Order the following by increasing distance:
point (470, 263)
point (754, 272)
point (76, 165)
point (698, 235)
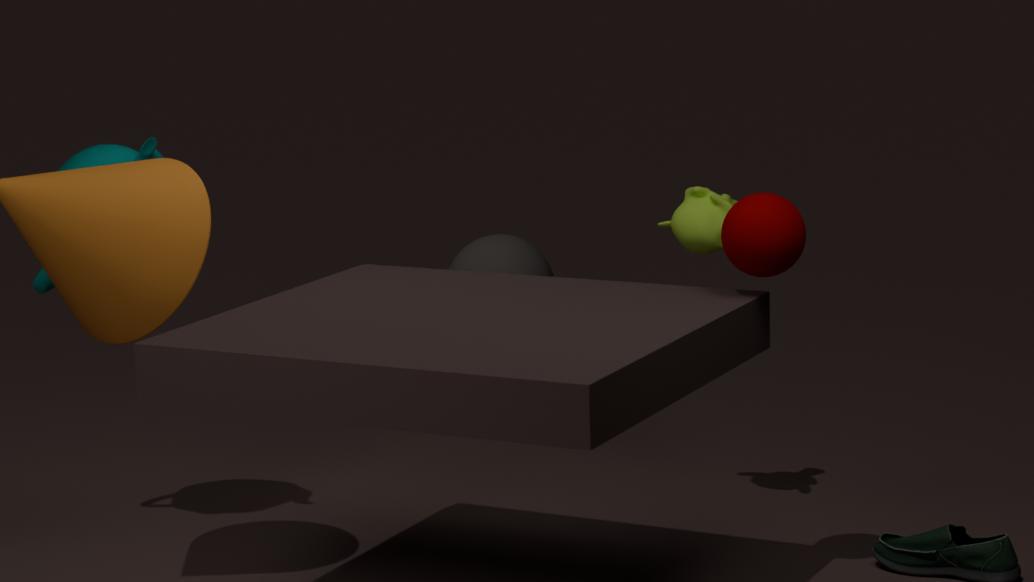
point (754, 272)
point (76, 165)
point (698, 235)
point (470, 263)
